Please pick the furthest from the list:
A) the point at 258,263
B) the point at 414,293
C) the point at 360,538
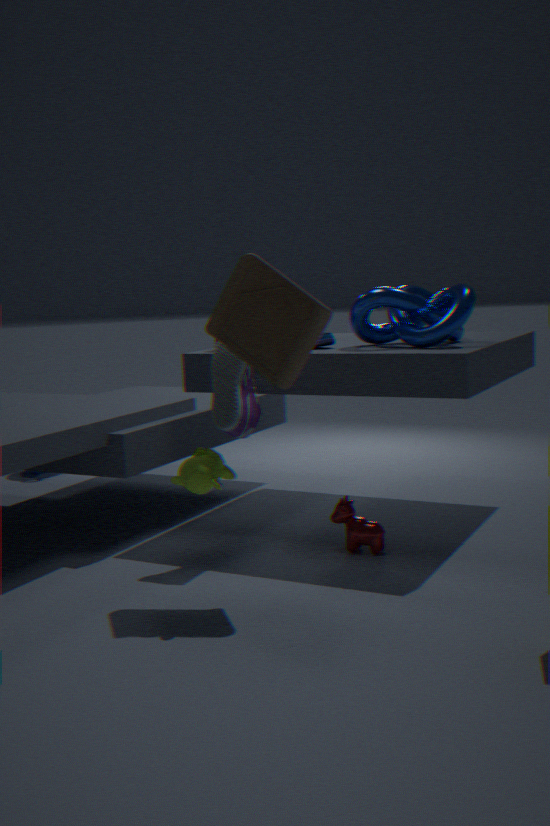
the point at 414,293
